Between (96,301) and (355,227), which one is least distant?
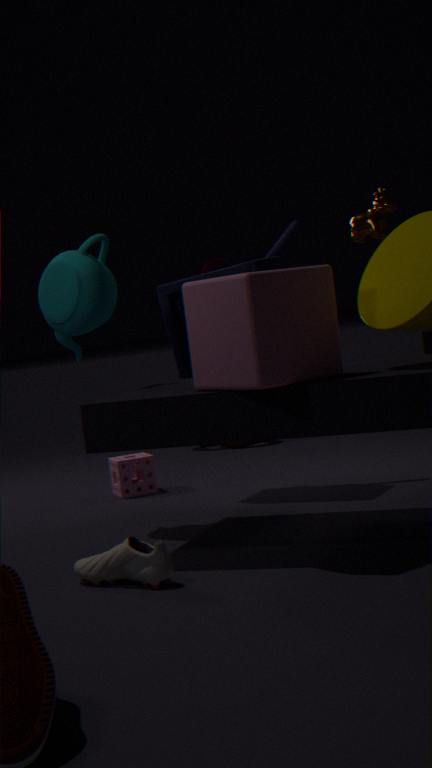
(96,301)
